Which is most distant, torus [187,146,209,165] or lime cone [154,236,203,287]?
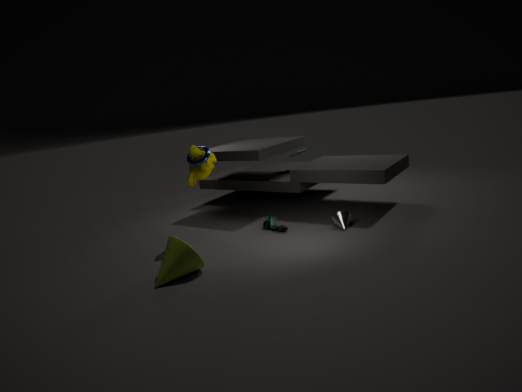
torus [187,146,209,165]
